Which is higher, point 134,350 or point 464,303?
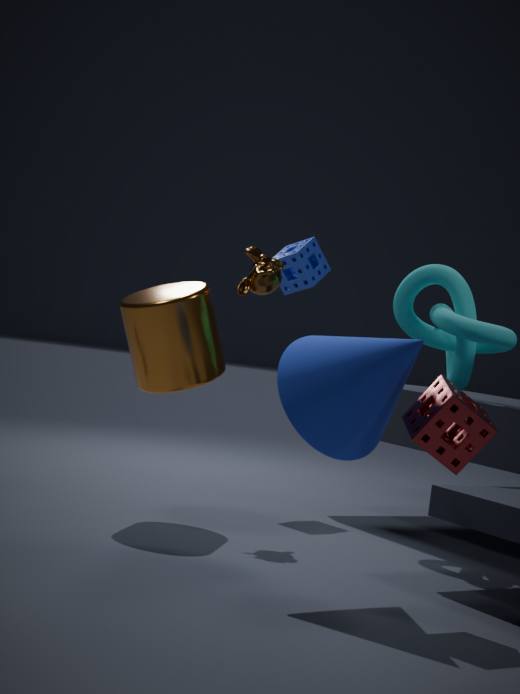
point 464,303
